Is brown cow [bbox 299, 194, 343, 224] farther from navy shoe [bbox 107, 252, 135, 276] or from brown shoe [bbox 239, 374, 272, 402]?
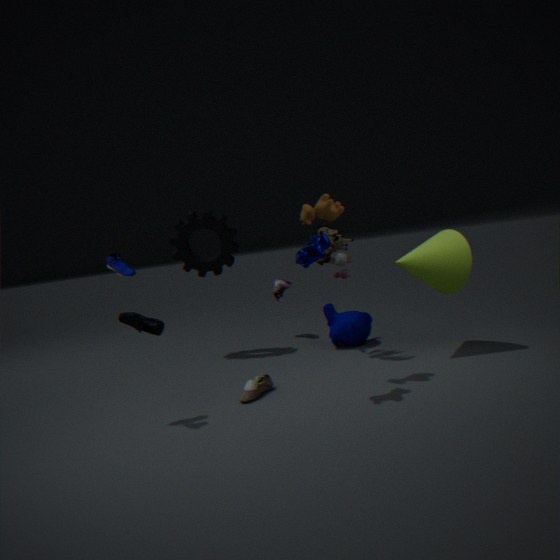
navy shoe [bbox 107, 252, 135, 276]
